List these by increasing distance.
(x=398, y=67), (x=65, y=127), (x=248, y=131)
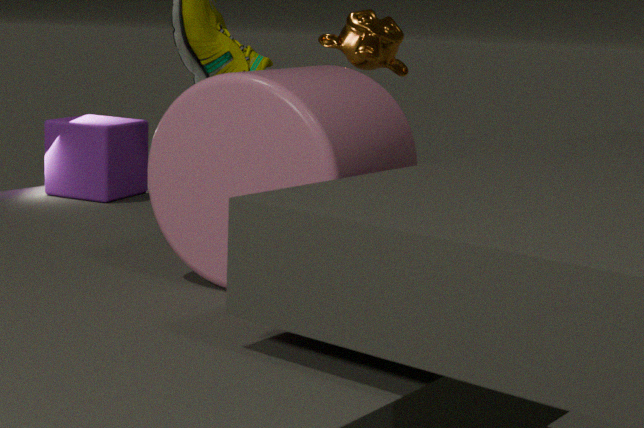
(x=248, y=131) → (x=65, y=127) → (x=398, y=67)
